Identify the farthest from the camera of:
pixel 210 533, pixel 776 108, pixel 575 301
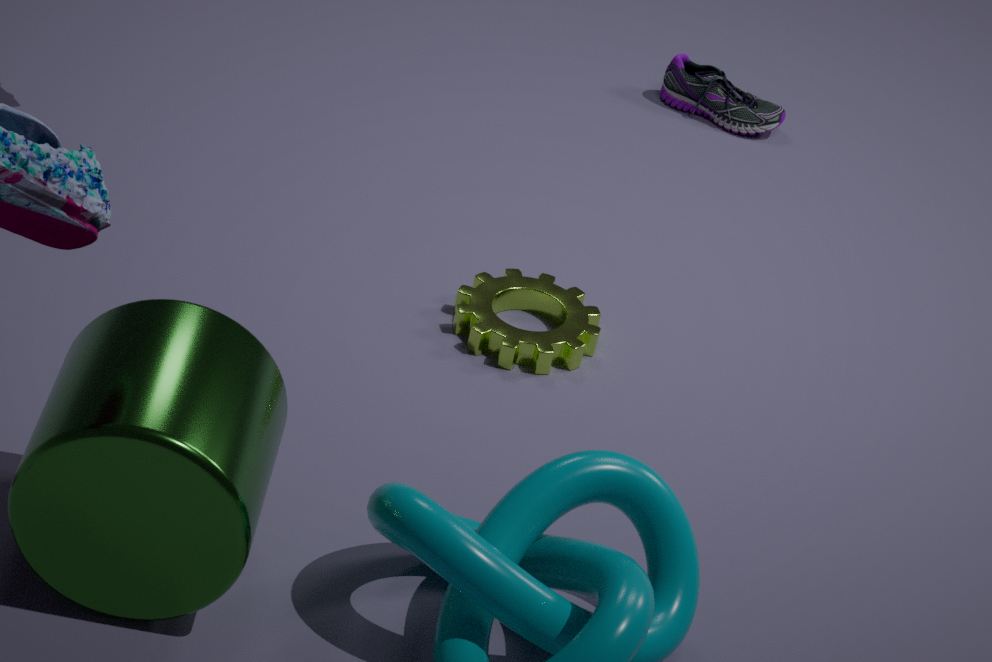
pixel 776 108
